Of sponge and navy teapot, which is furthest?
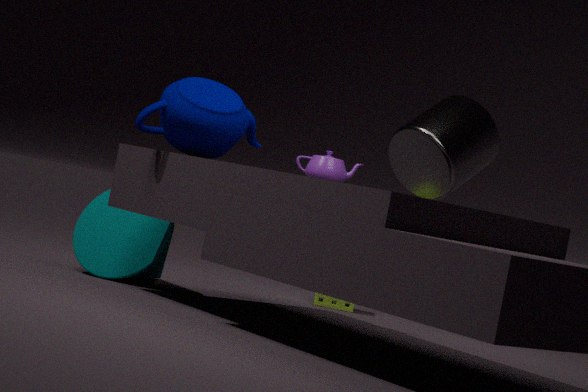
sponge
